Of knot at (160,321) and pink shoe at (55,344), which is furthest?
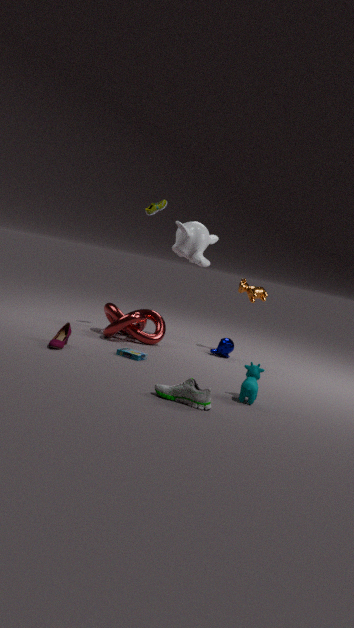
knot at (160,321)
